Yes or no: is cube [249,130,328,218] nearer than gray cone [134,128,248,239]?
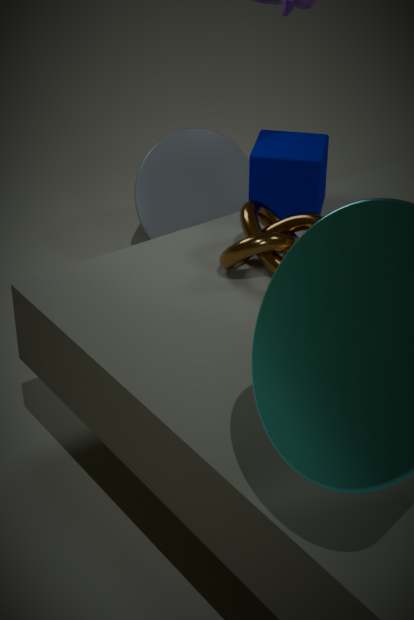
Yes
